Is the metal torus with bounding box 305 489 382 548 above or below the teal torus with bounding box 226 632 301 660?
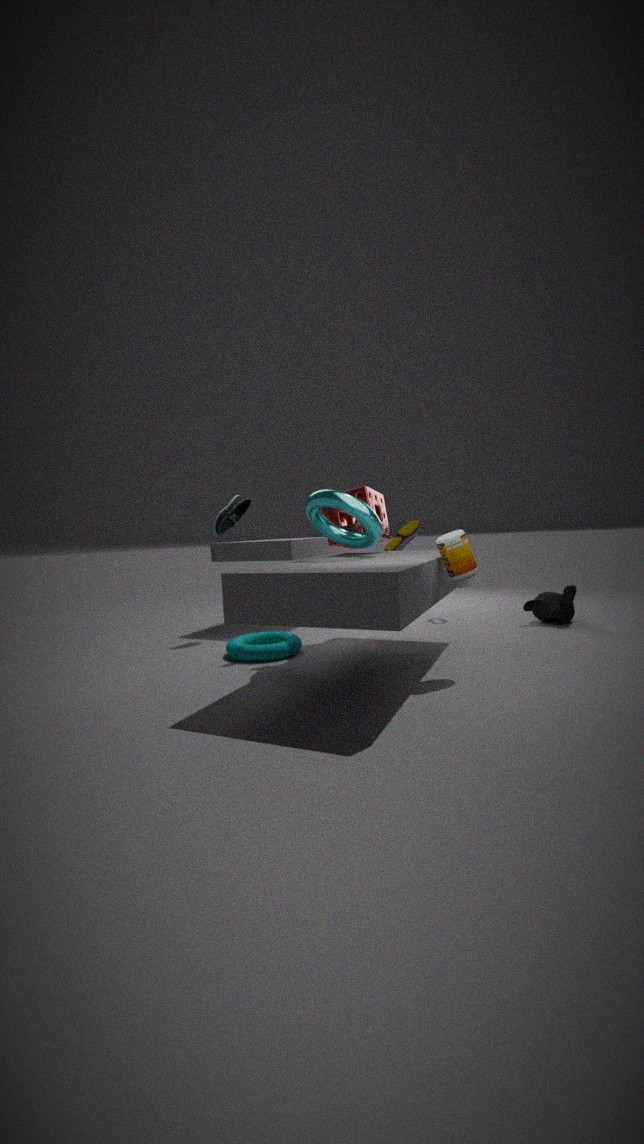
above
